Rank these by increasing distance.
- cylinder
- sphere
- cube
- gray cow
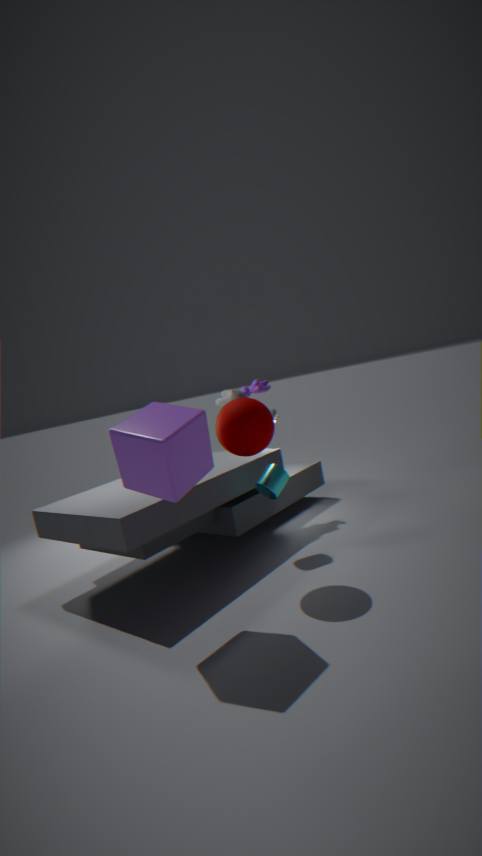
cube, sphere, cylinder, gray cow
